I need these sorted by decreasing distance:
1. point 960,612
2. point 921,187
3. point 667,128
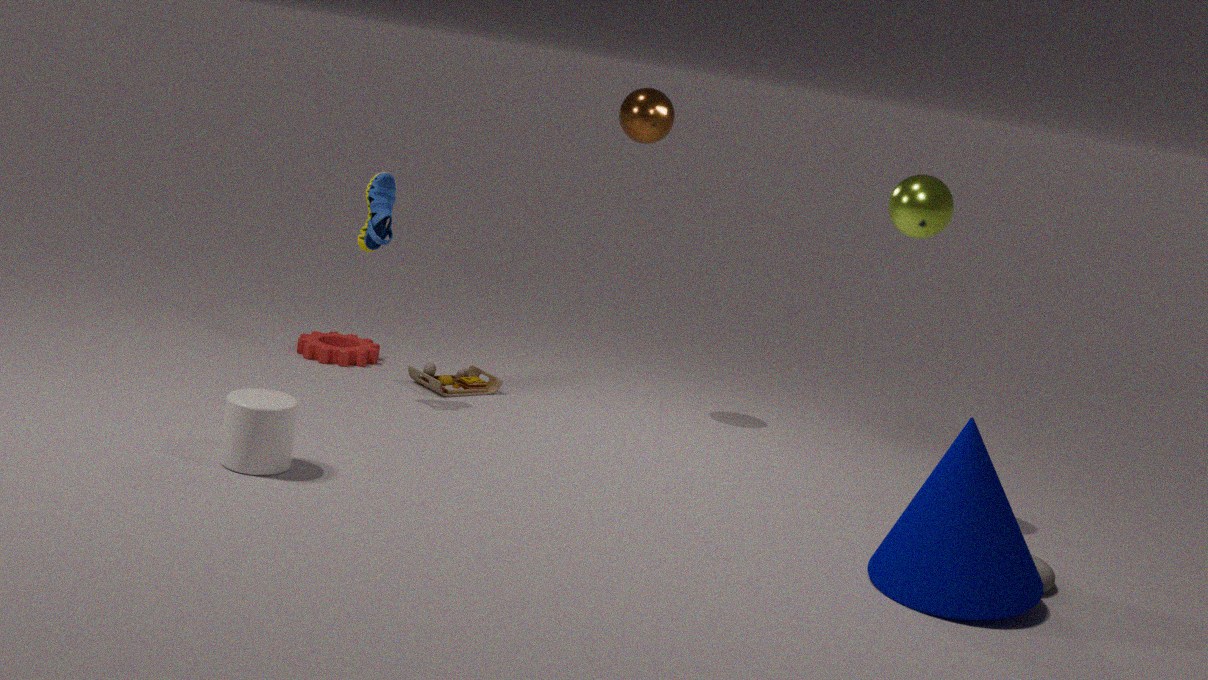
point 667,128, point 921,187, point 960,612
